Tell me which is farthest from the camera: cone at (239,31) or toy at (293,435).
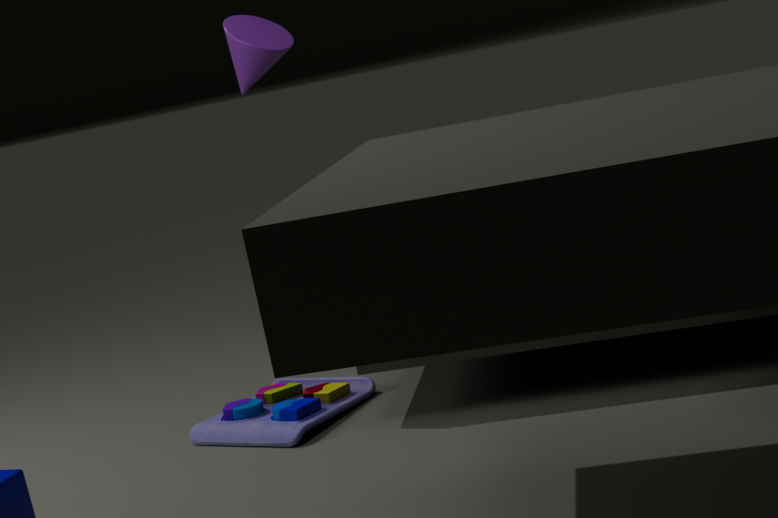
cone at (239,31)
